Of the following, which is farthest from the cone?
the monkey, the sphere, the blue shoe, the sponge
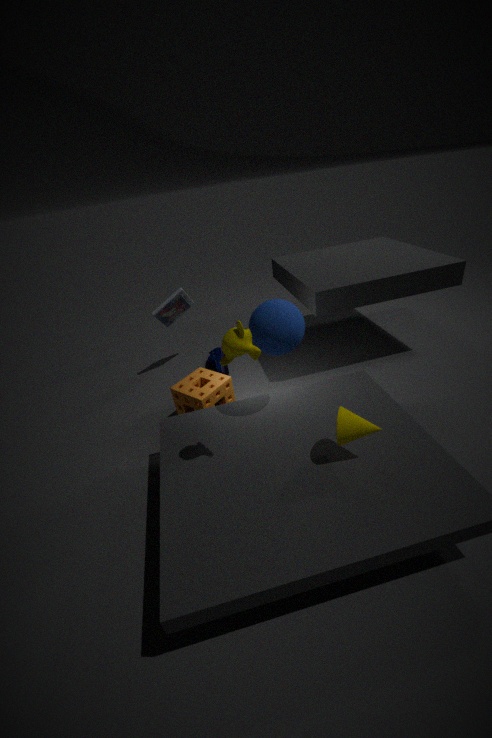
the blue shoe
